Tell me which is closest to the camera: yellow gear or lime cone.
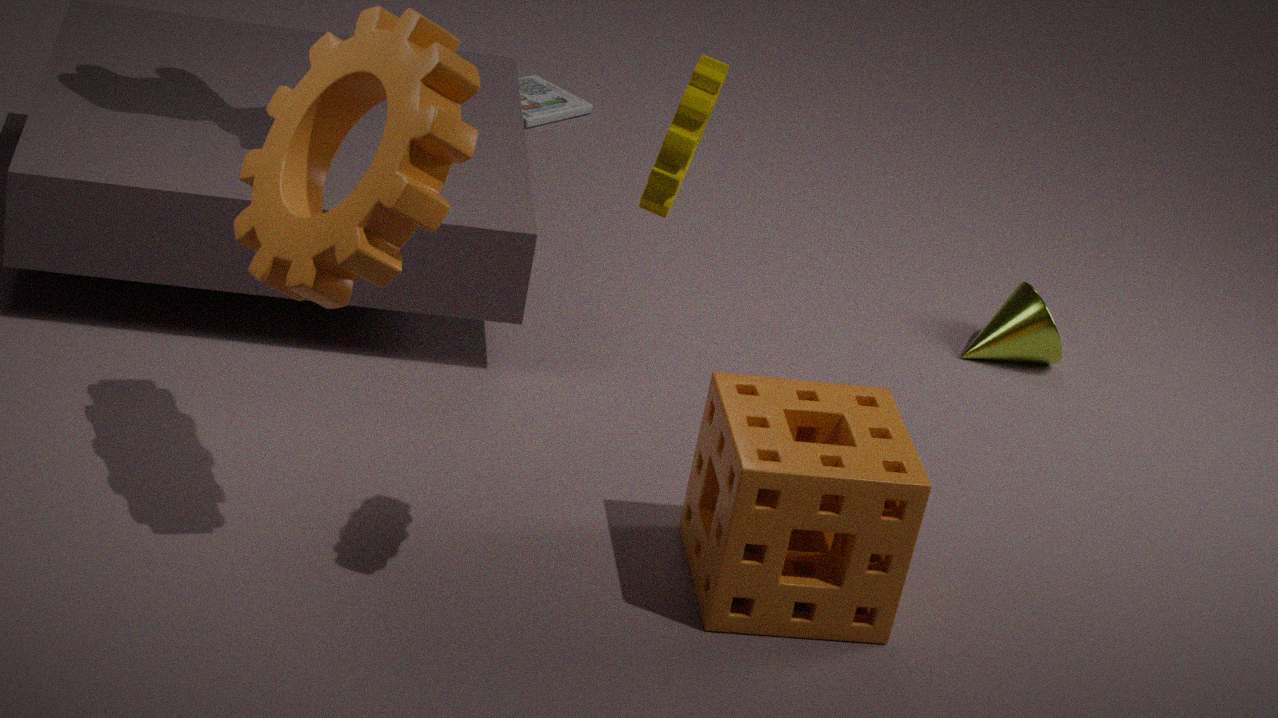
yellow gear
